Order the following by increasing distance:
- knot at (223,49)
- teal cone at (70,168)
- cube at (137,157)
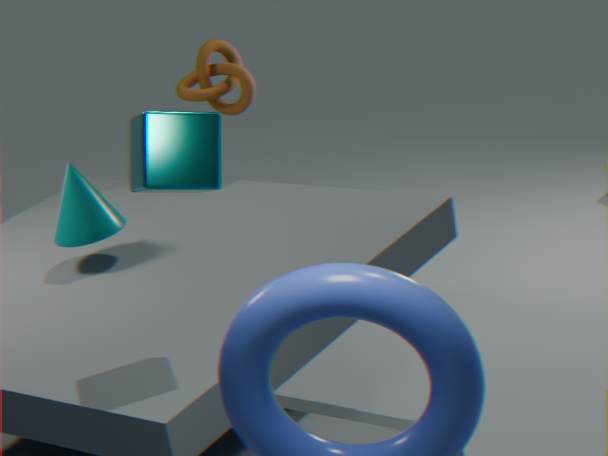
cube at (137,157) < teal cone at (70,168) < knot at (223,49)
